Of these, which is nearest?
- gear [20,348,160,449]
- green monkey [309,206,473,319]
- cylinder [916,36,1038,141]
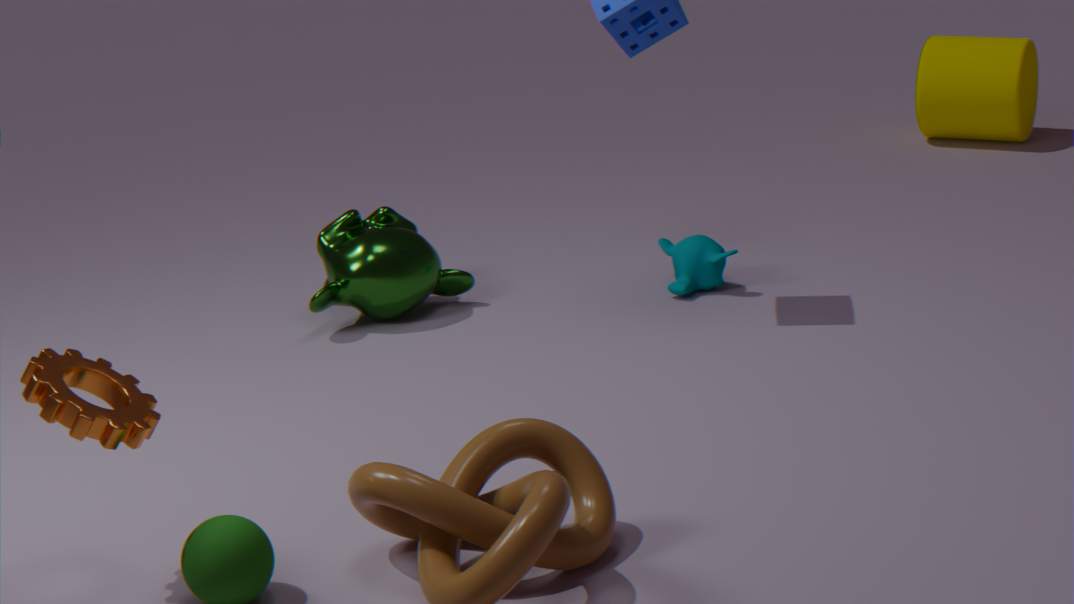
gear [20,348,160,449]
